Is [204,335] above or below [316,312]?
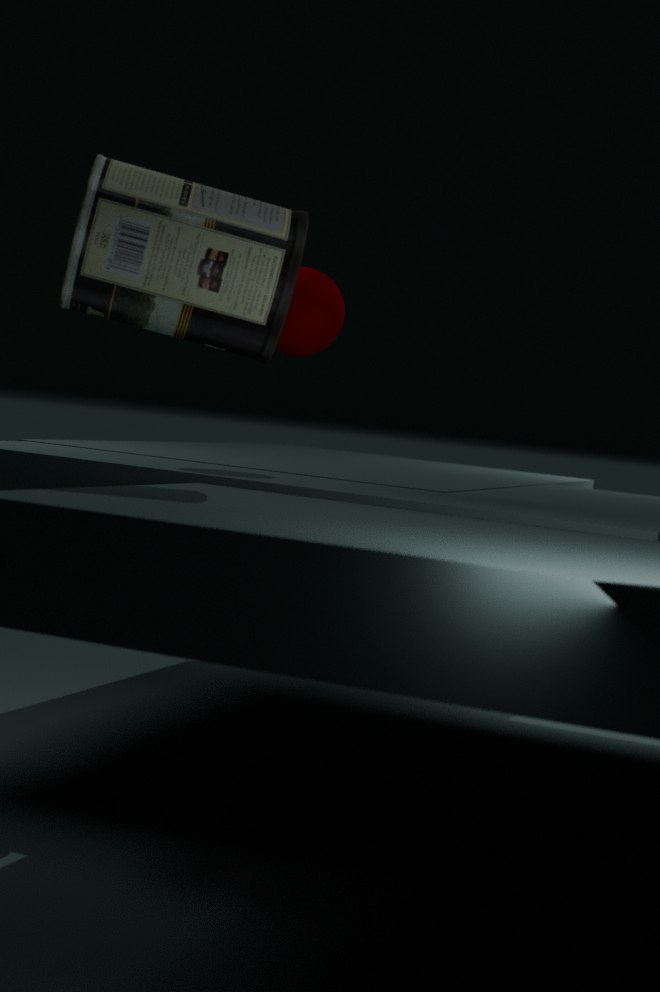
above
